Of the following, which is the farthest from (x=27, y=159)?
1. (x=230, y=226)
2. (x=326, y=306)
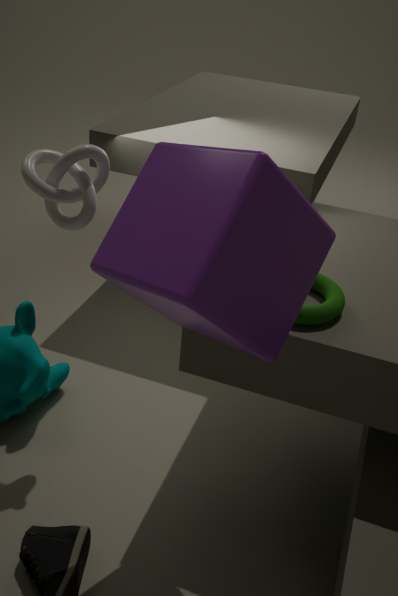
(x=326, y=306)
